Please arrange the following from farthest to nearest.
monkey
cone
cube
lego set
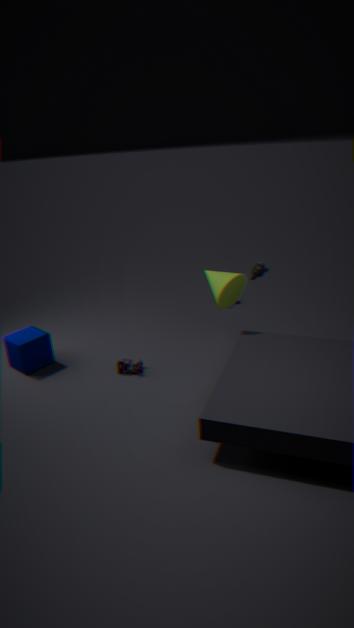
1. monkey
2. cube
3. lego set
4. cone
